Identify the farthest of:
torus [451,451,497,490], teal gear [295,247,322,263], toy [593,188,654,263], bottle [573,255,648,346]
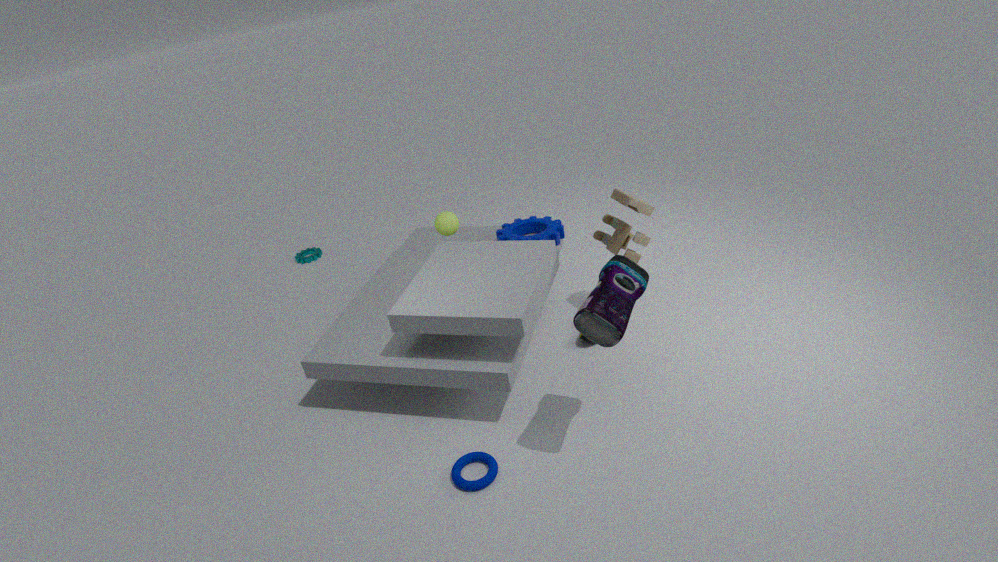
teal gear [295,247,322,263]
